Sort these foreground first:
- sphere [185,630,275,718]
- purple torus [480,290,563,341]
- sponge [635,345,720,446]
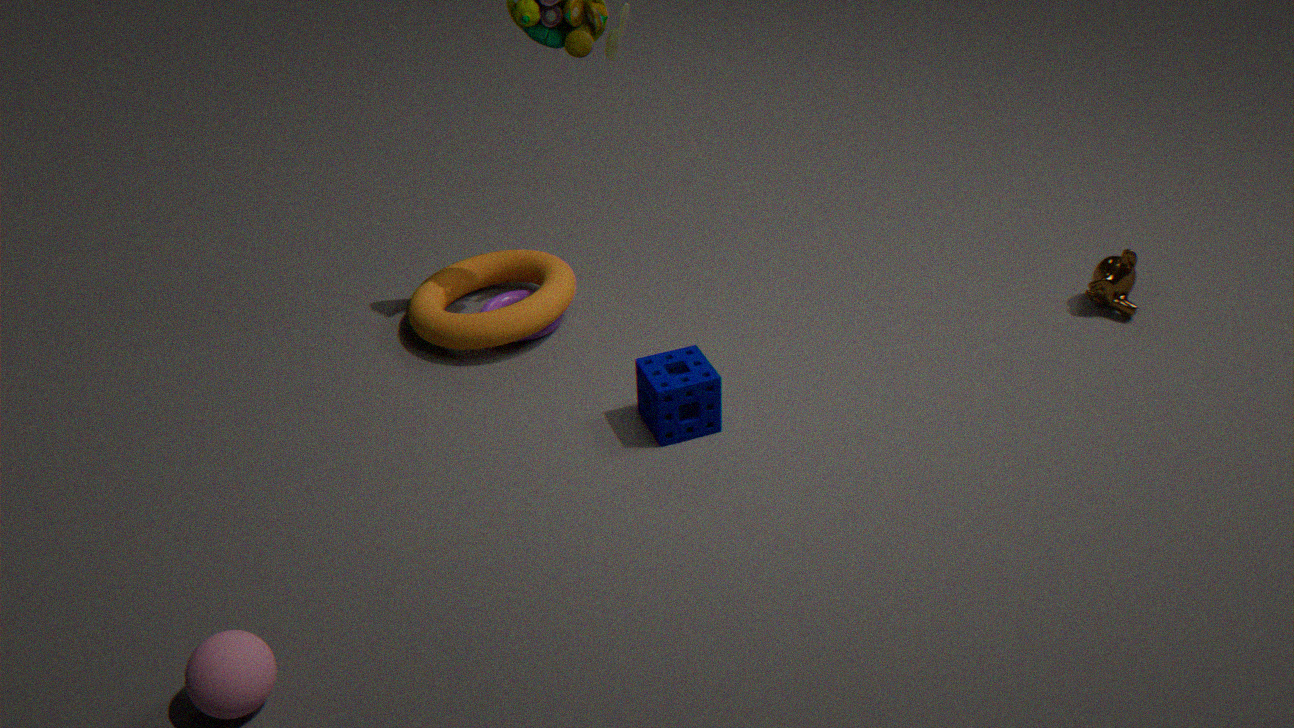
sphere [185,630,275,718]
sponge [635,345,720,446]
purple torus [480,290,563,341]
